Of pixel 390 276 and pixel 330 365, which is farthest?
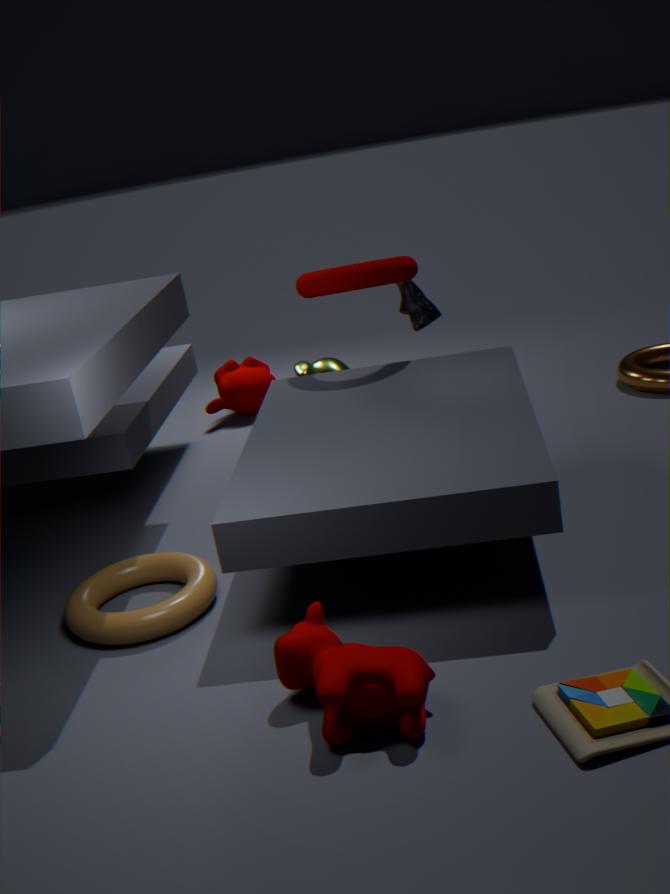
pixel 330 365
